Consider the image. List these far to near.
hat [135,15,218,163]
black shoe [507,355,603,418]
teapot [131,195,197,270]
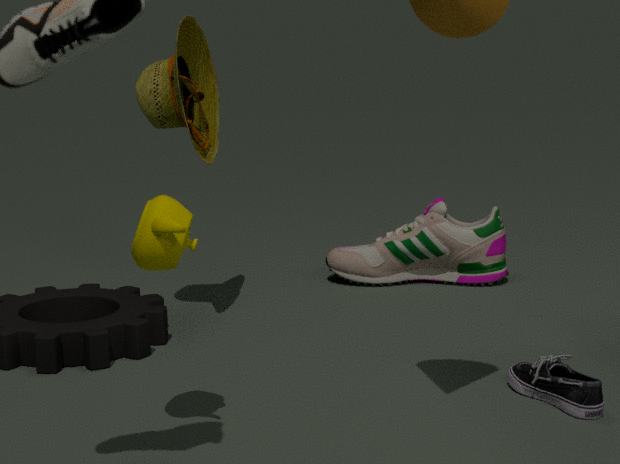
hat [135,15,218,163] < black shoe [507,355,603,418] < teapot [131,195,197,270]
